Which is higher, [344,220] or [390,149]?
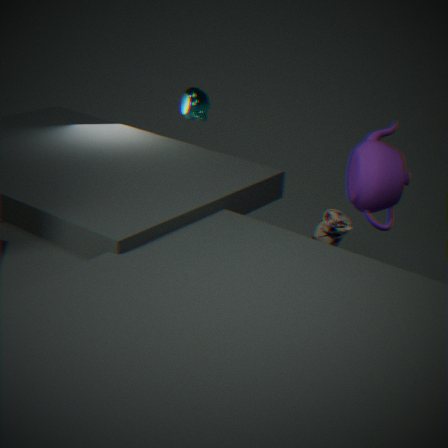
[390,149]
